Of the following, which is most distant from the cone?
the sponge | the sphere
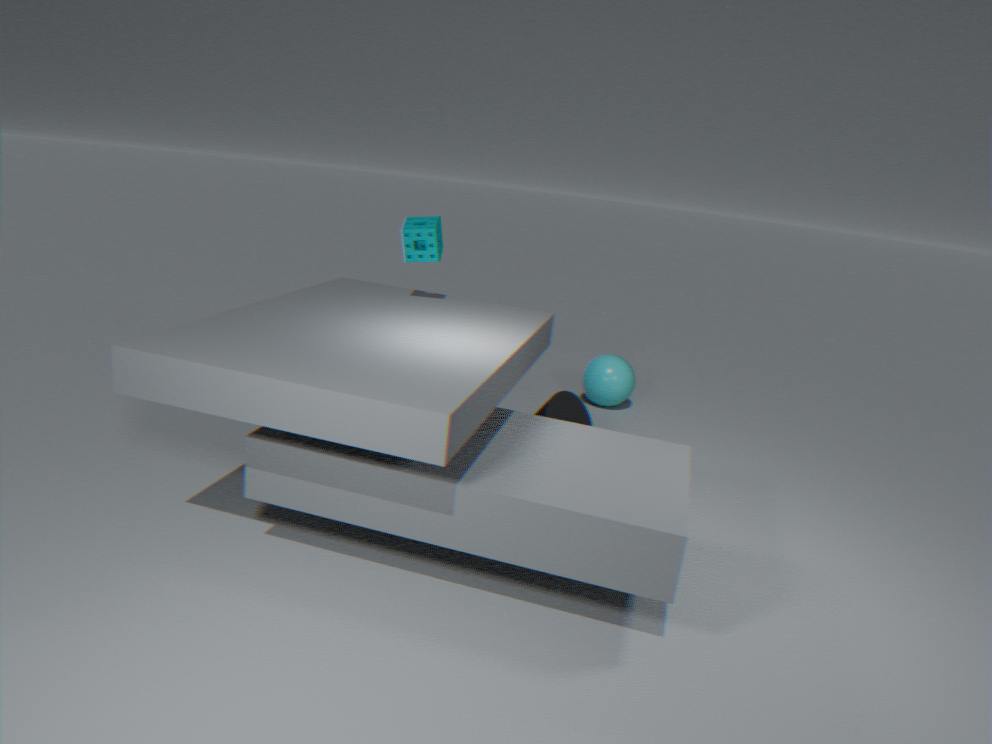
the sponge
